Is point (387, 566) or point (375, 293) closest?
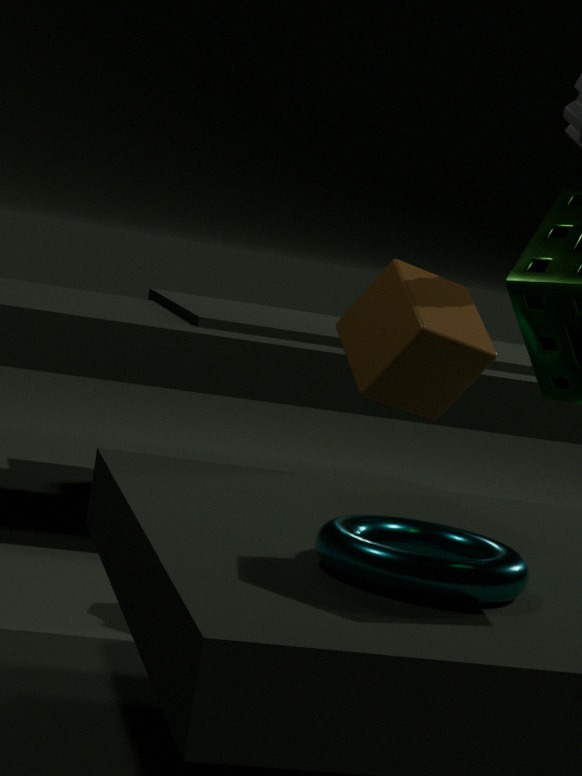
point (387, 566)
